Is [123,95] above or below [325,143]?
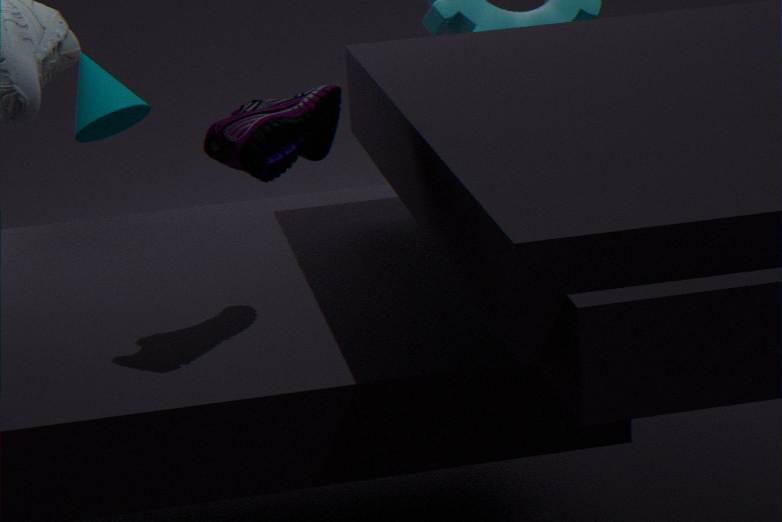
below
